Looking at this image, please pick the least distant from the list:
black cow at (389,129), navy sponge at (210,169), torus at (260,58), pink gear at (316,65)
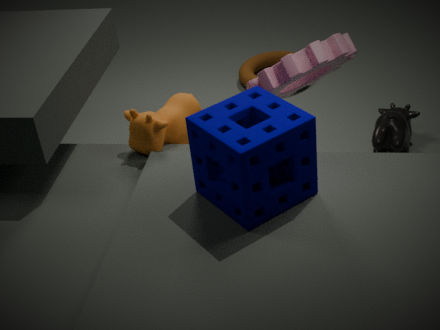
navy sponge at (210,169)
